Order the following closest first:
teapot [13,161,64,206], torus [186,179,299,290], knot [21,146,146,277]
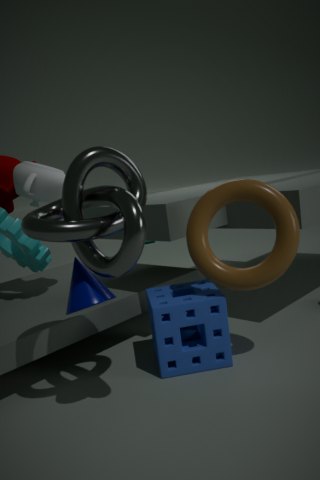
knot [21,146,146,277], torus [186,179,299,290], teapot [13,161,64,206]
